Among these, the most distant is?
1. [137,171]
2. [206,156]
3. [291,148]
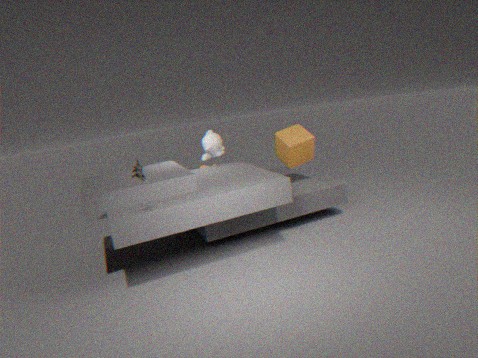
[206,156]
